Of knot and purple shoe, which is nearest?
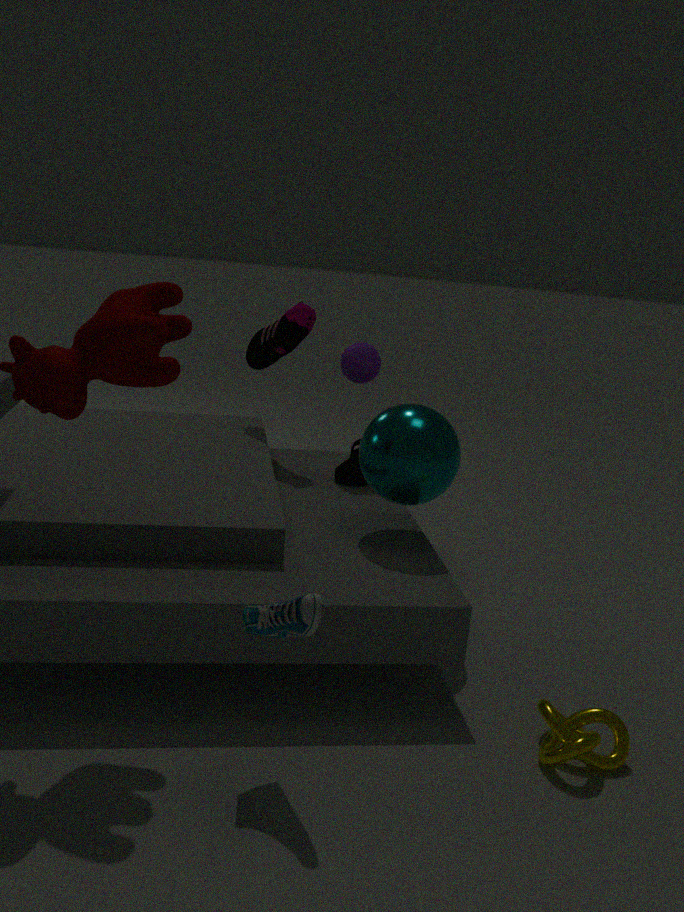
knot
